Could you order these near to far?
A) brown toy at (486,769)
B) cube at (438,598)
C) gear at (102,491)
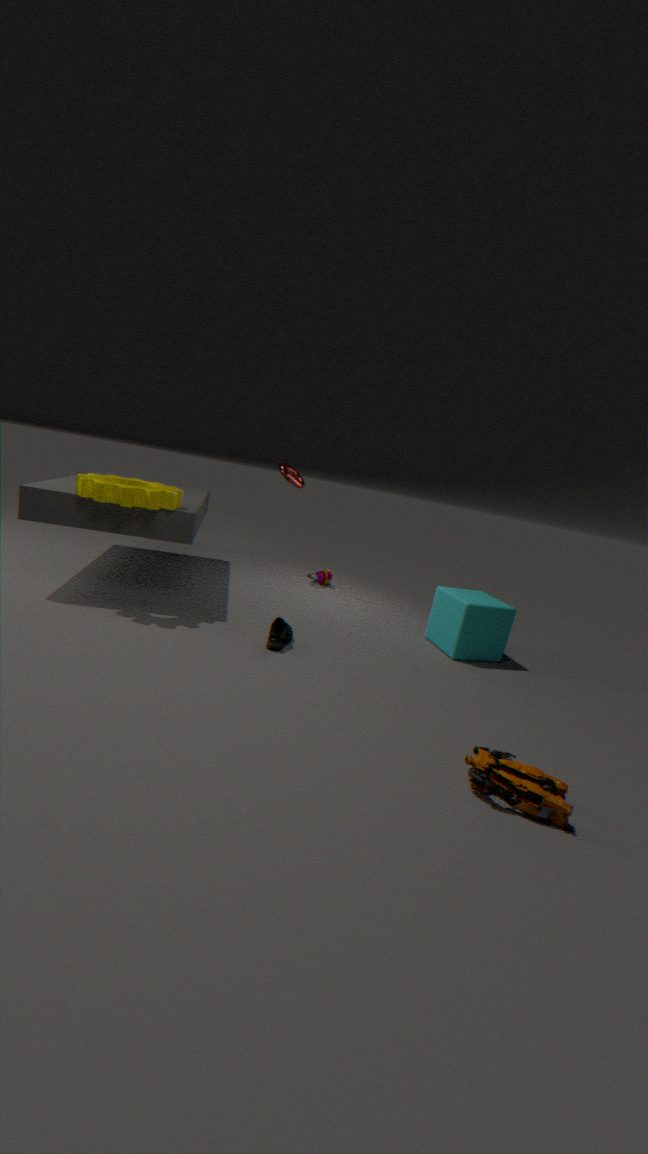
brown toy at (486,769)
gear at (102,491)
cube at (438,598)
